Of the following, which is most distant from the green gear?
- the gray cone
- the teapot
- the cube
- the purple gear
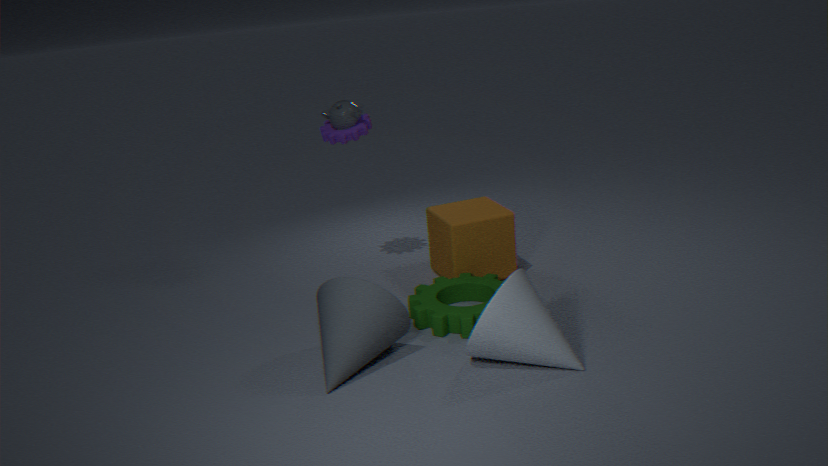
the teapot
